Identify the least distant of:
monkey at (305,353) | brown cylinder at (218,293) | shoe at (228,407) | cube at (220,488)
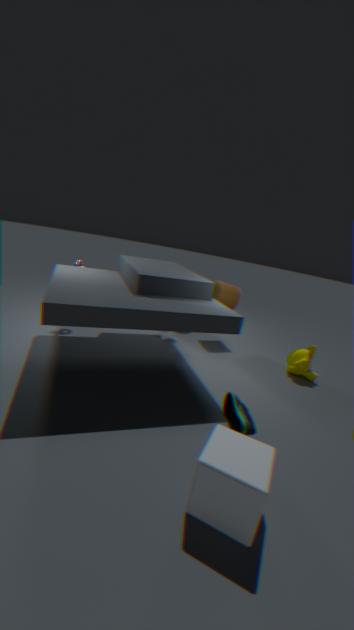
cube at (220,488)
